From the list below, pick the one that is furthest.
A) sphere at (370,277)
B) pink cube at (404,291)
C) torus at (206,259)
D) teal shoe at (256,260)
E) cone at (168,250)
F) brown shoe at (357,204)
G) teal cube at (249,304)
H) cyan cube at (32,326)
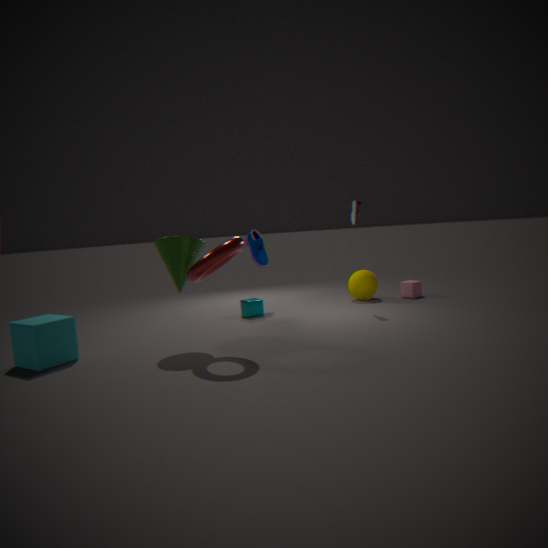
pink cube at (404,291)
